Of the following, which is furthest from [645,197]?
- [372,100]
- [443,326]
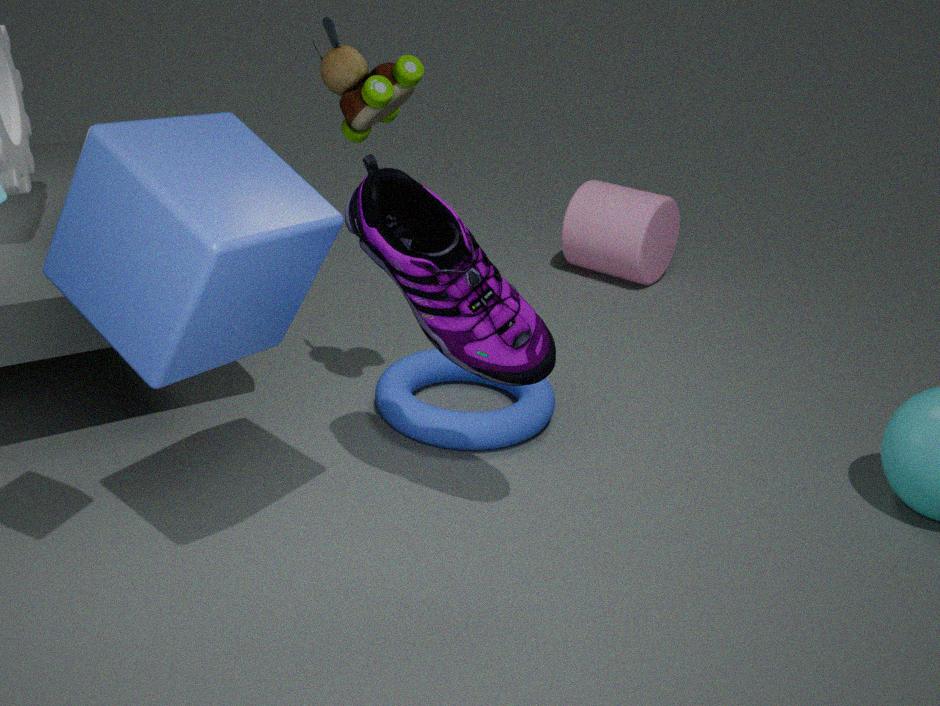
[443,326]
